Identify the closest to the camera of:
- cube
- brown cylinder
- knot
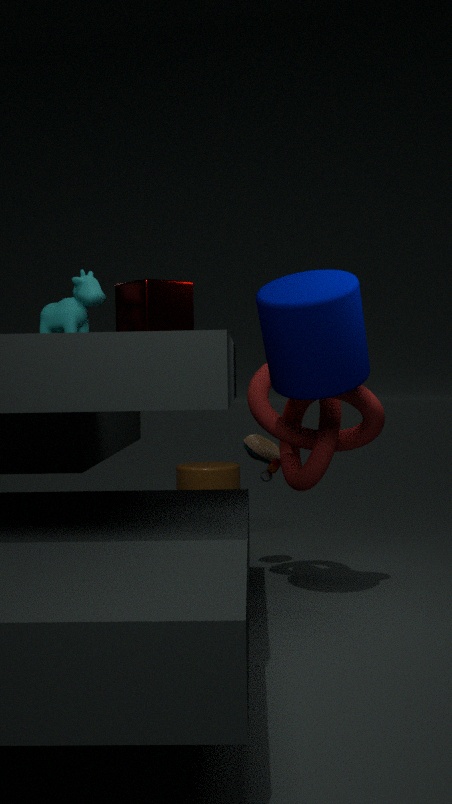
cube
